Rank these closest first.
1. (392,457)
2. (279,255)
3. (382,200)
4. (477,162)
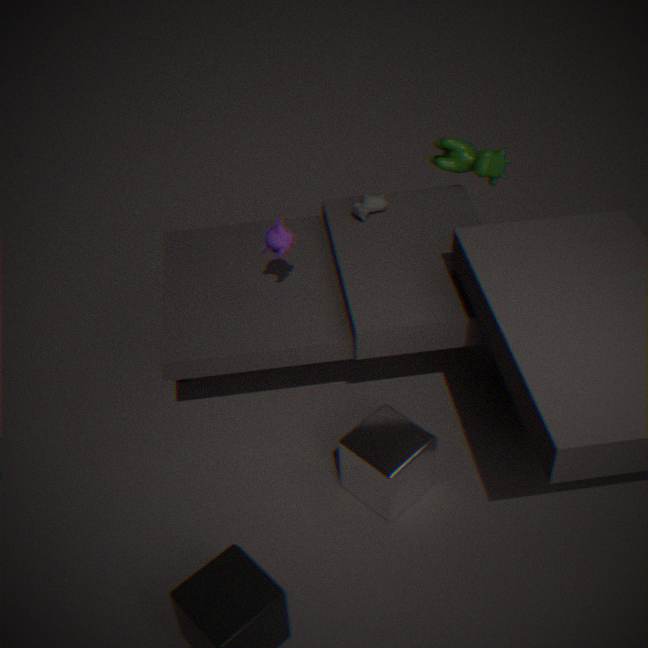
(392,457) < (279,255) < (477,162) < (382,200)
